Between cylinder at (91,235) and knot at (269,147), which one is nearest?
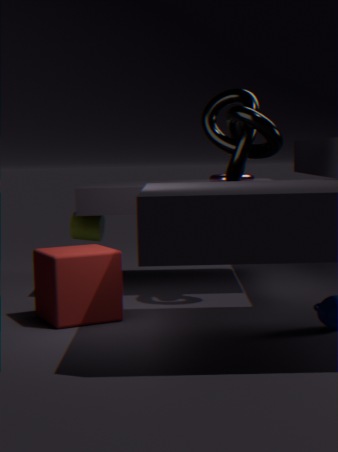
knot at (269,147)
